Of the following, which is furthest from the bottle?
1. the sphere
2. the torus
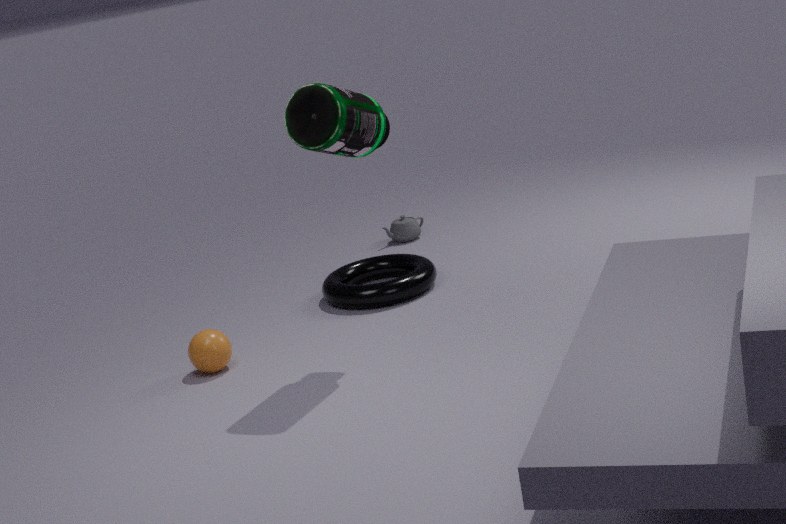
the sphere
